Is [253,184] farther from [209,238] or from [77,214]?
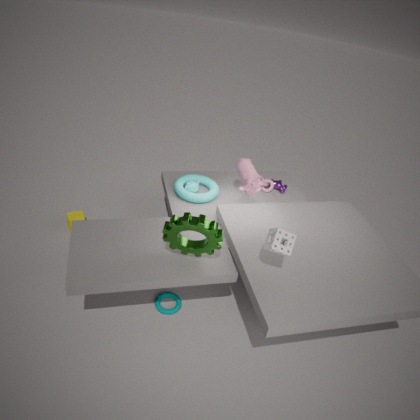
[77,214]
